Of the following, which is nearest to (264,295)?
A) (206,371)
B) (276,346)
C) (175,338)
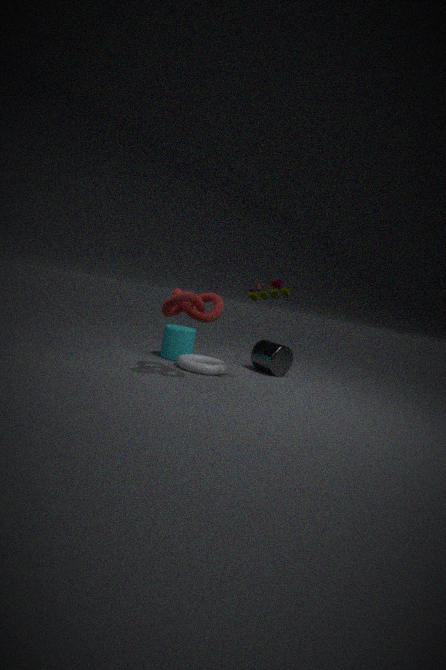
(206,371)
